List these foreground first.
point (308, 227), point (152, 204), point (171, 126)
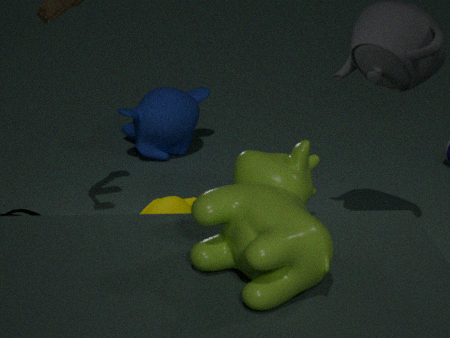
point (308, 227)
point (152, 204)
point (171, 126)
